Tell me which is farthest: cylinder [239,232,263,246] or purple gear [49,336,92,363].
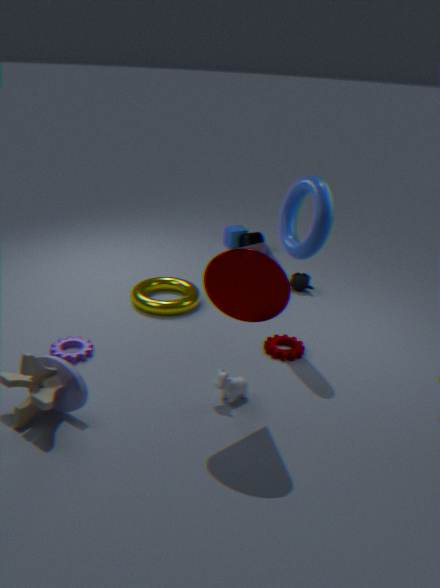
cylinder [239,232,263,246]
